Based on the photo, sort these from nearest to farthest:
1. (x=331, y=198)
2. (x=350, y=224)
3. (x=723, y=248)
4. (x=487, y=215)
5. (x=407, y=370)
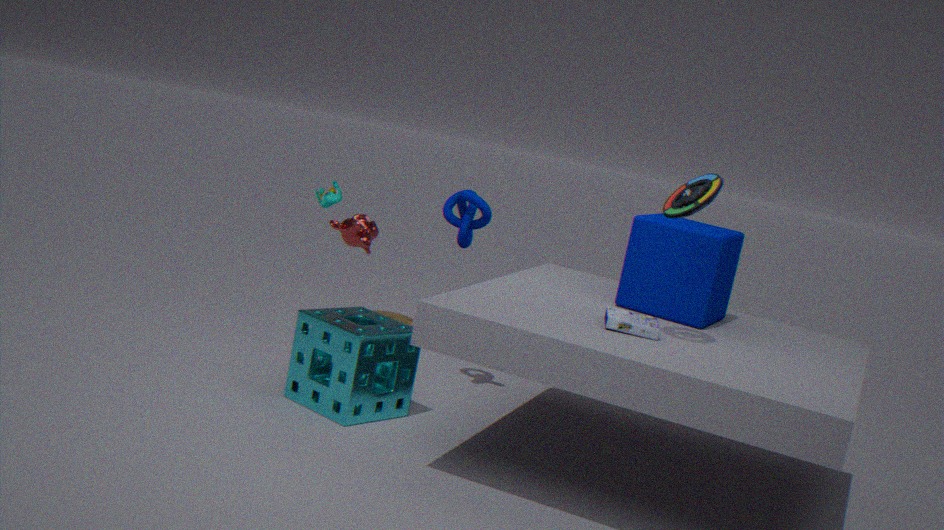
(x=723, y=248)
(x=407, y=370)
(x=487, y=215)
(x=350, y=224)
(x=331, y=198)
